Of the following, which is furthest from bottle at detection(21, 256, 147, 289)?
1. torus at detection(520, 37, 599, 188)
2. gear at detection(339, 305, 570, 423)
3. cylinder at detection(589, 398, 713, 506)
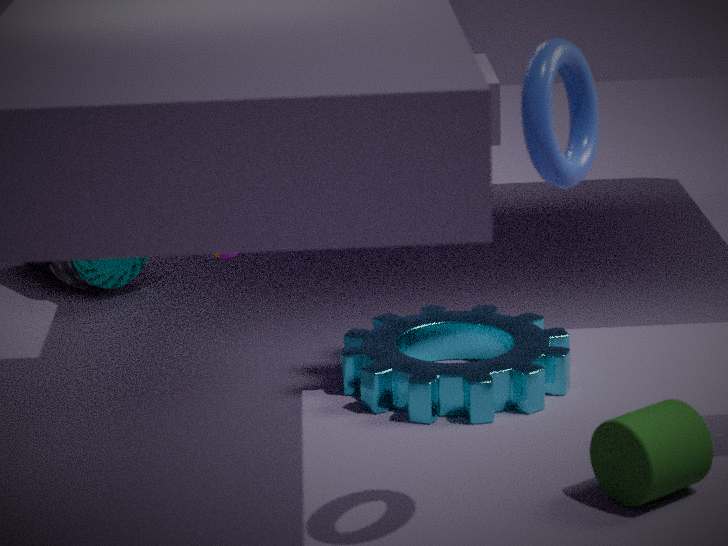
torus at detection(520, 37, 599, 188)
